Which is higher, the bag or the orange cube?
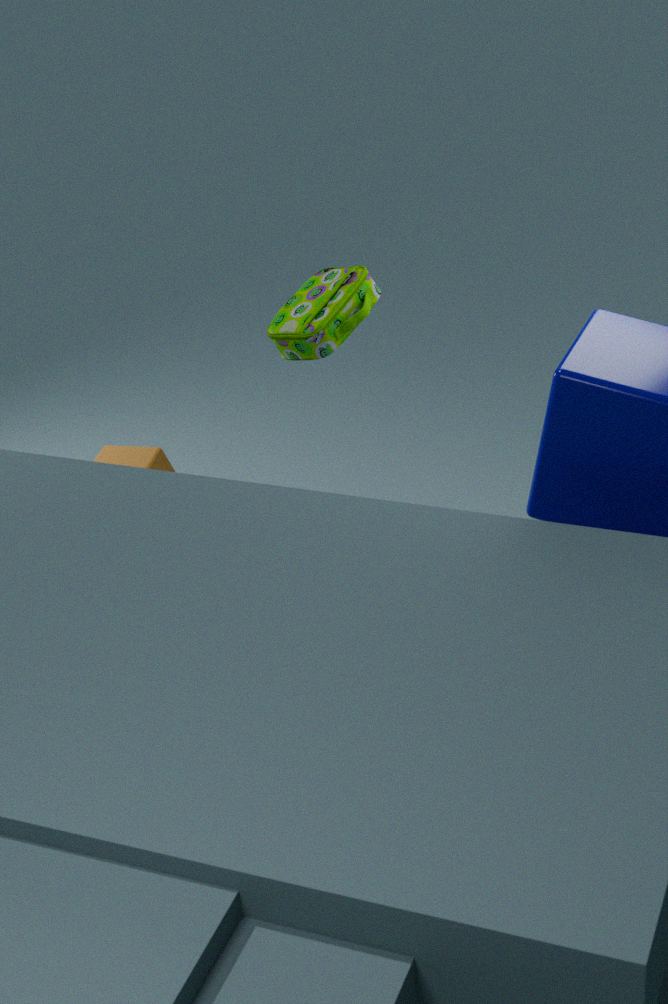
the bag
